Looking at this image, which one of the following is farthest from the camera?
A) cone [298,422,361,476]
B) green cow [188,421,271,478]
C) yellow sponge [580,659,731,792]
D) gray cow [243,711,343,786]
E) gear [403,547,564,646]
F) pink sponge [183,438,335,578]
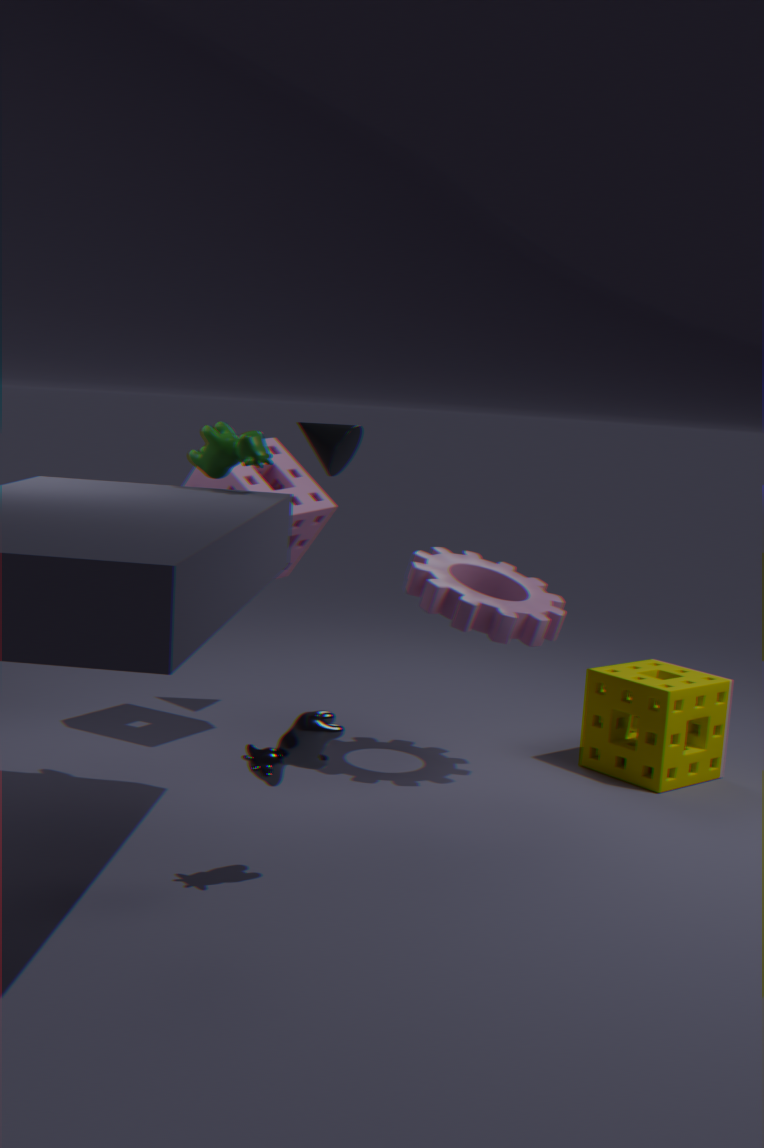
cone [298,422,361,476]
